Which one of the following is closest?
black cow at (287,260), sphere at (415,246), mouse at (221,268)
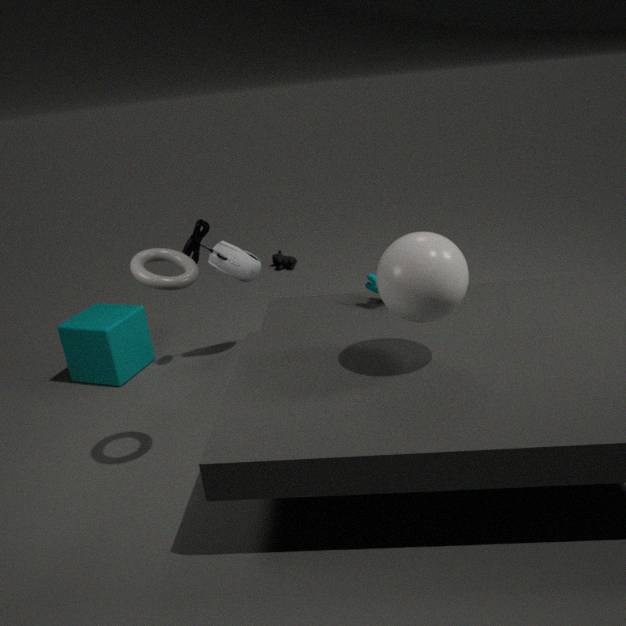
sphere at (415,246)
